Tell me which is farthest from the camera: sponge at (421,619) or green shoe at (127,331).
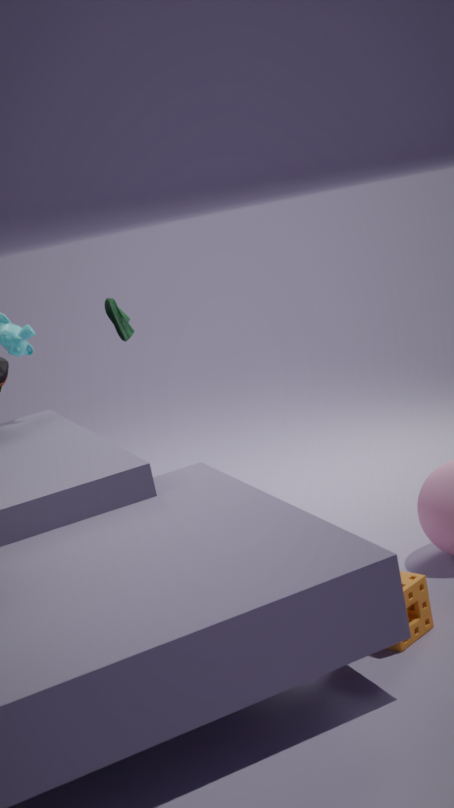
green shoe at (127,331)
